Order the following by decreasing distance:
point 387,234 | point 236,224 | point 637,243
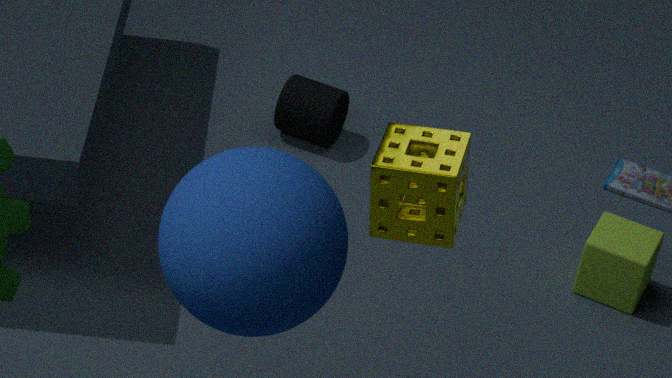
point 637,243, point 387,234, point 236,224
